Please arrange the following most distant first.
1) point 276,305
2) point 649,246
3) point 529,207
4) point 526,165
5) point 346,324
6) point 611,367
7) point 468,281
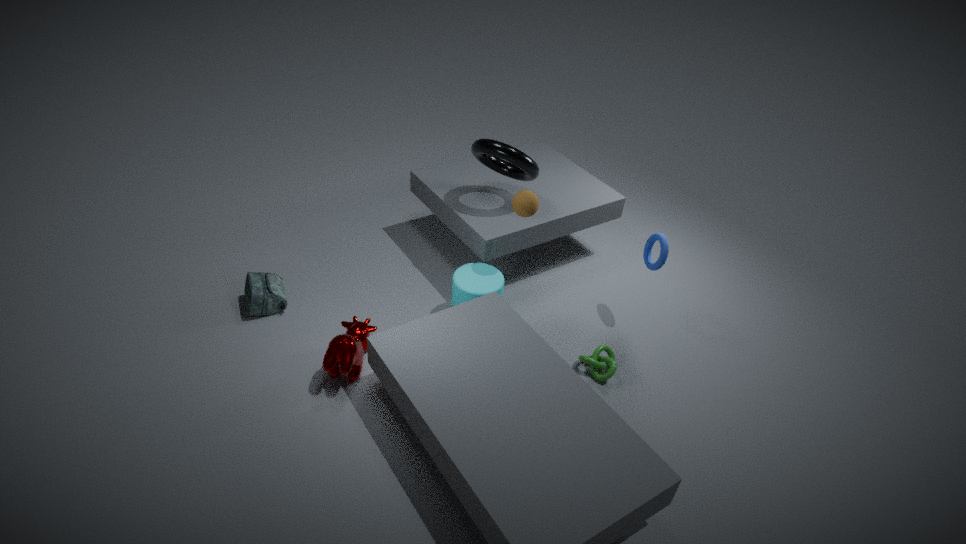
2. point 649,246 < 4. point 526,165 < 1. point 276,305 < 7. point 468,281 < 5. point 346,324 < 6. point 611,367 < 3. point 529,207
